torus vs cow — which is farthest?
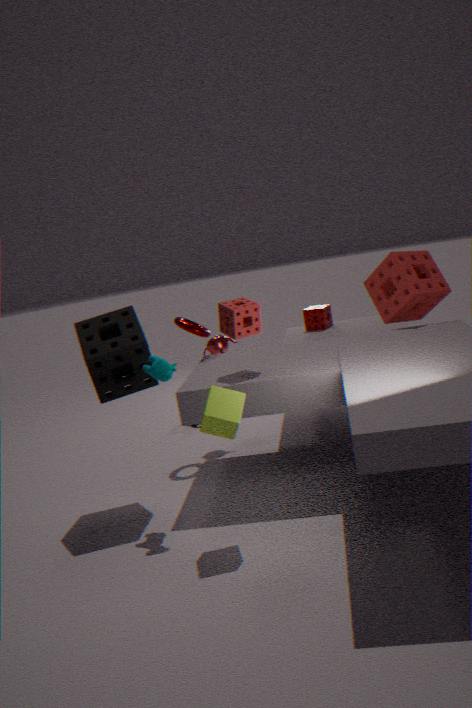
torus
